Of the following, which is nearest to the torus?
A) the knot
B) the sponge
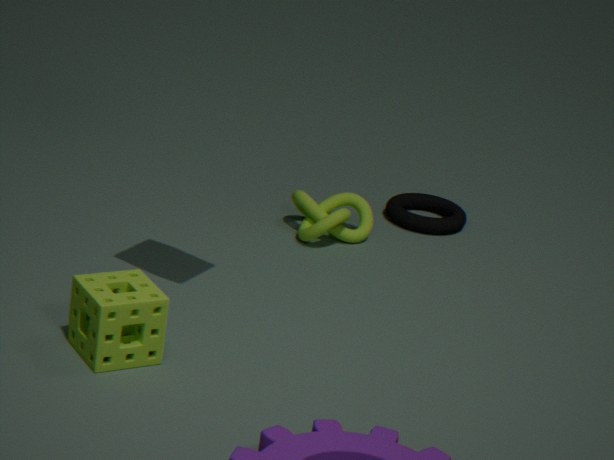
the knot
